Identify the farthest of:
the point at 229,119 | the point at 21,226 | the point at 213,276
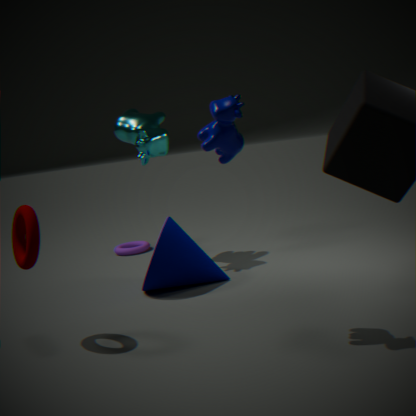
the point at 213,276
